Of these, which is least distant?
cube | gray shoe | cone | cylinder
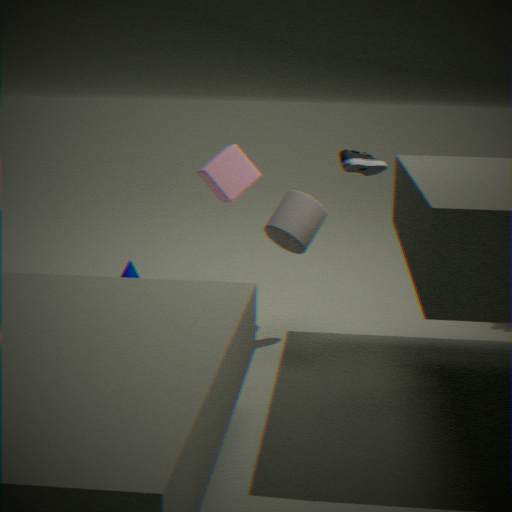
gray shoe
